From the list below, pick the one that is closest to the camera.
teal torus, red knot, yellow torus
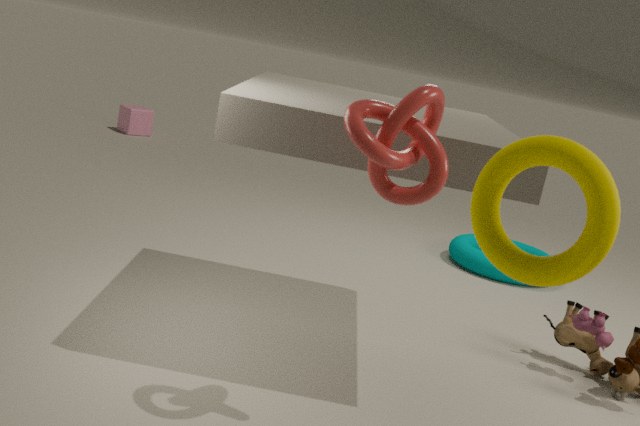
yellow torus
